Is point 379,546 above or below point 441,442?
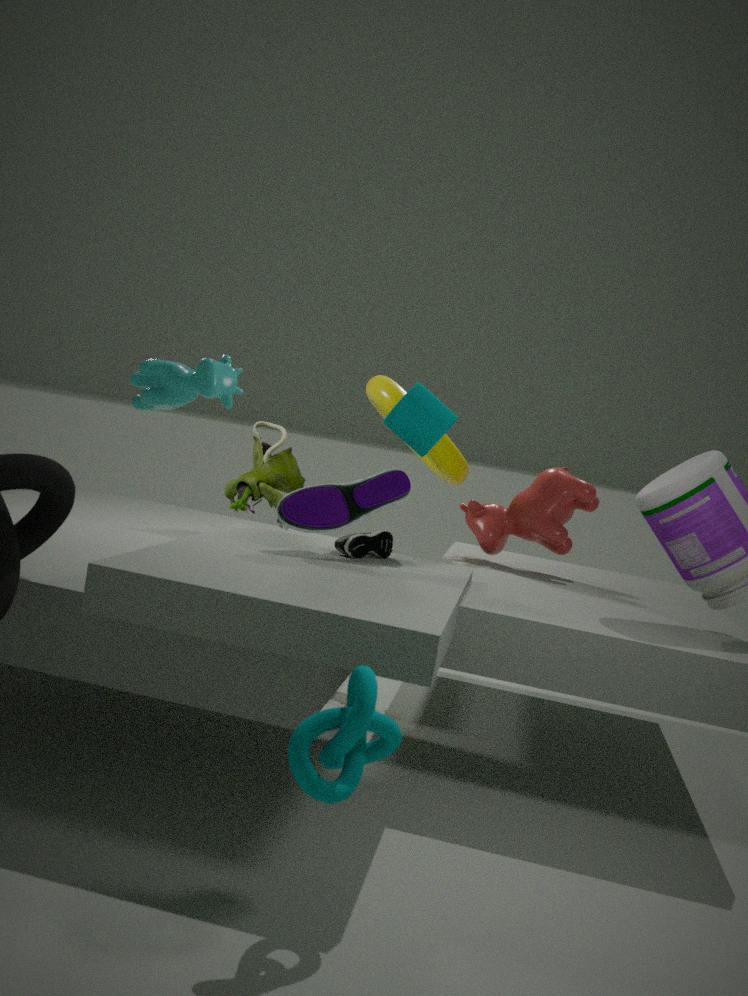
below
